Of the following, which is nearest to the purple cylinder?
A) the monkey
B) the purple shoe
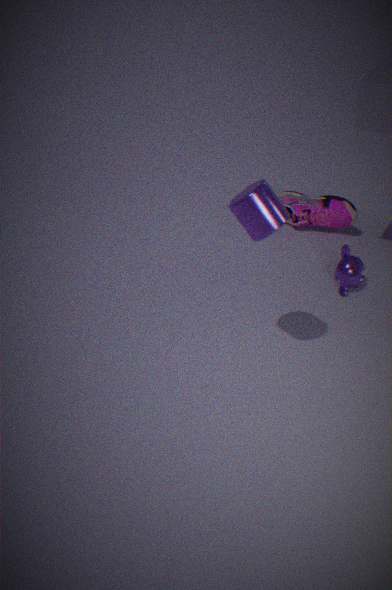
the monkey
